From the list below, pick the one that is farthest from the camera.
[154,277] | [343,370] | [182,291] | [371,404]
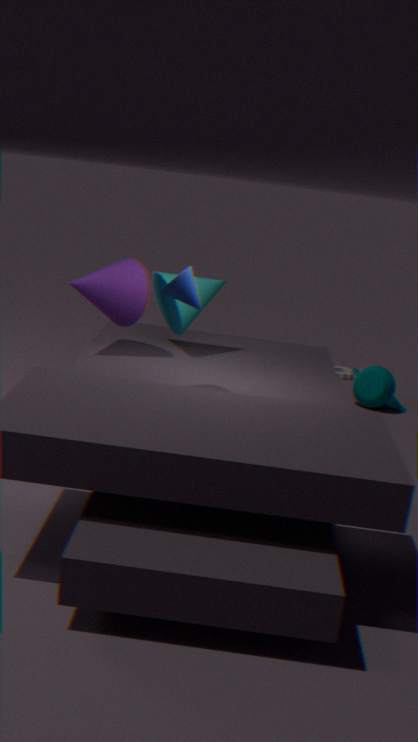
[343,370]
